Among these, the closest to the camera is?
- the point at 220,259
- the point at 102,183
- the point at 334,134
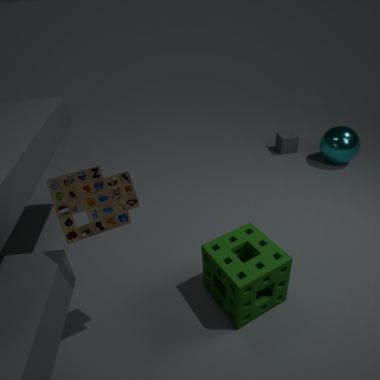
the point at 102,183
